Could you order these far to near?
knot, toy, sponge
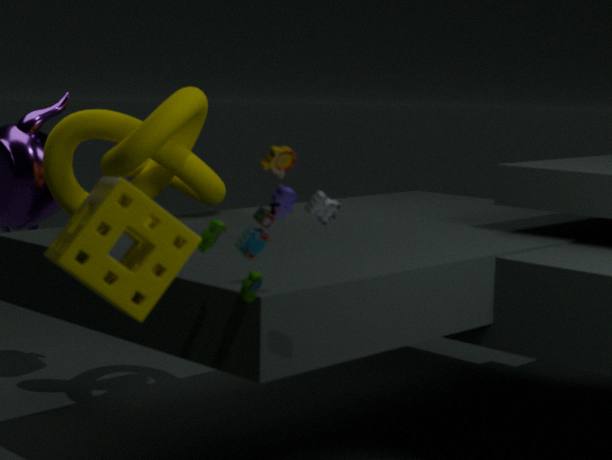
1. knot
2. toy
3. sponge
